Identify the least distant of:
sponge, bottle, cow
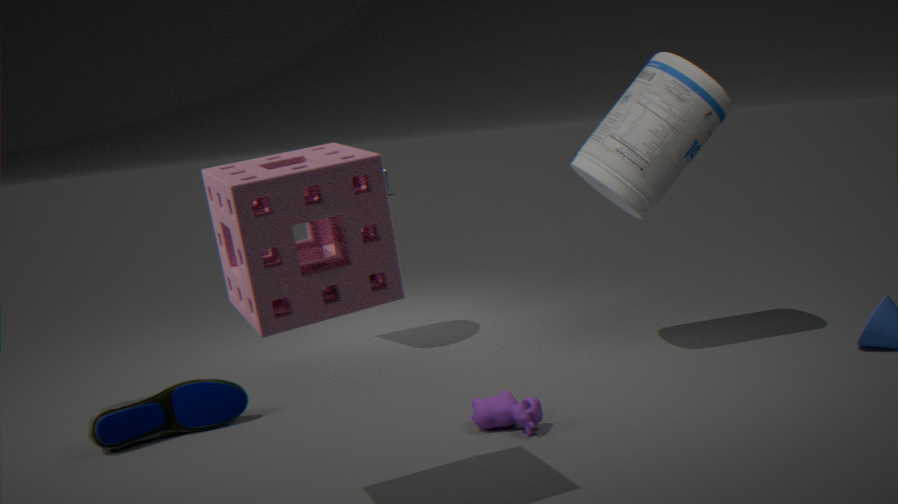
sponge
